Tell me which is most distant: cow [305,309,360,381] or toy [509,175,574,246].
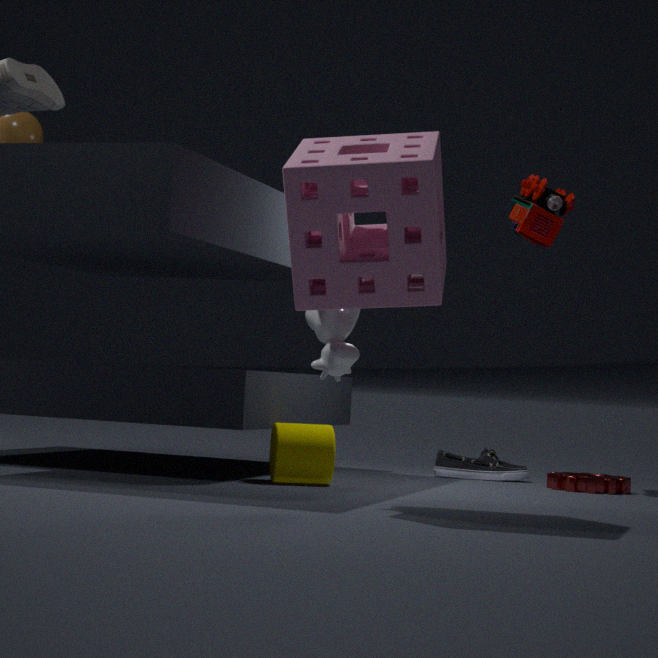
toy [509,175,574,246]
